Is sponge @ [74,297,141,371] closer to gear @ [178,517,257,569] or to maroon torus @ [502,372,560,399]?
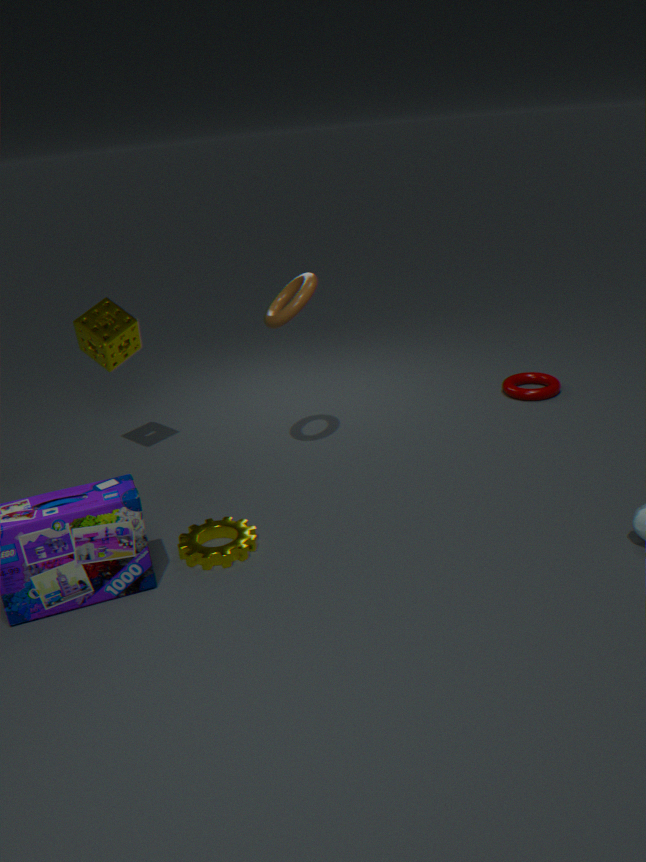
gear @ [178,517,257,569]
